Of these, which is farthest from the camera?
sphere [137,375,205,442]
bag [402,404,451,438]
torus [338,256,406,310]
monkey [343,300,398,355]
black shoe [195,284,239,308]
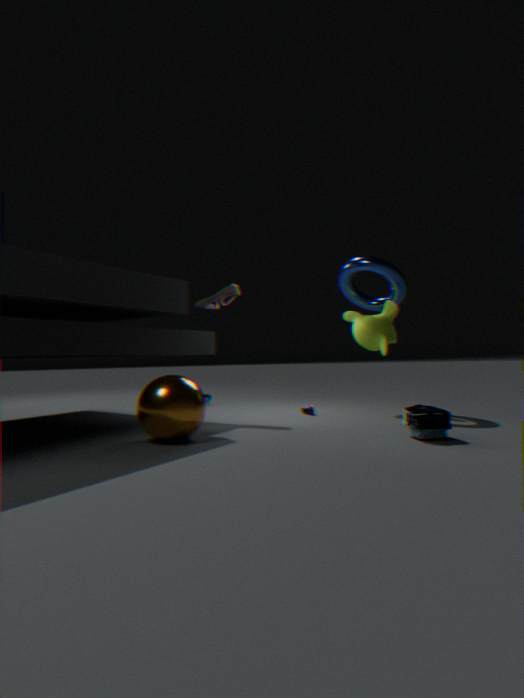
monkey [343,300,398,355]
